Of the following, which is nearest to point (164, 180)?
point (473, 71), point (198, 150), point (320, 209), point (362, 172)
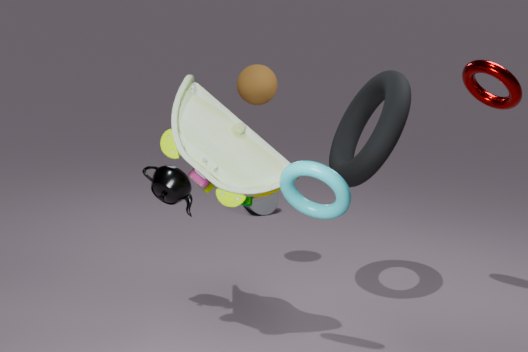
point (198, 150)
